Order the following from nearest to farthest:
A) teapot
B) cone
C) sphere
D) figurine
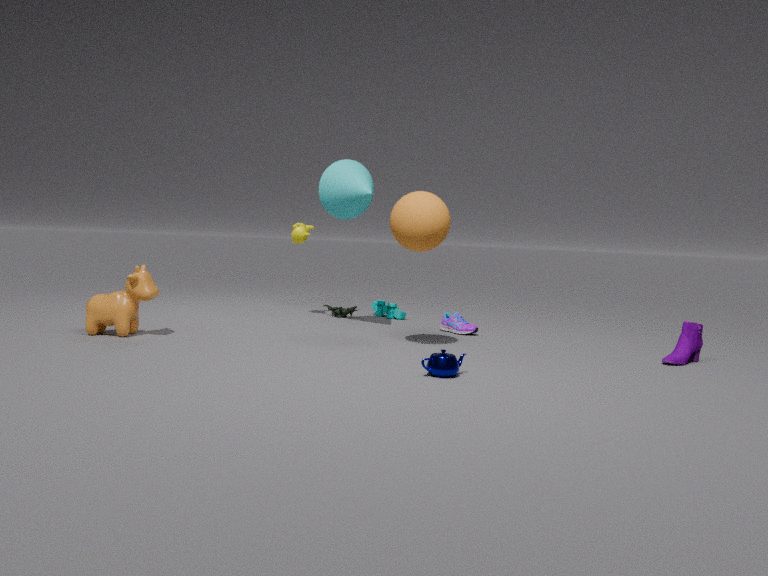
1. teapot
2. sphere
3. cone
4. figurine
